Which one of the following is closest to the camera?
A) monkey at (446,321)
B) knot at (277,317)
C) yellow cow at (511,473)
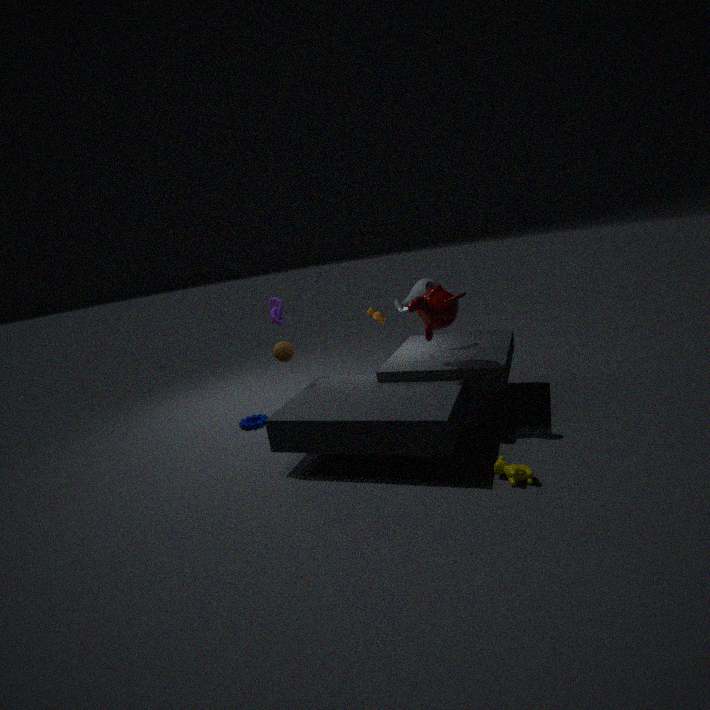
yellow cow at (511,473)
